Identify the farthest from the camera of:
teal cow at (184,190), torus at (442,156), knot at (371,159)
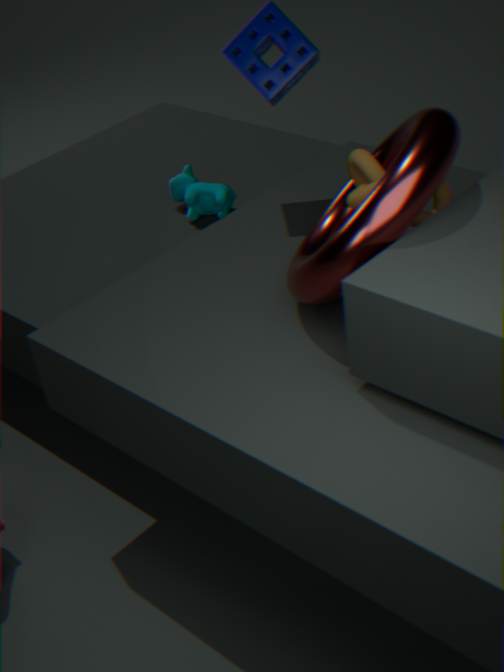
teal cow at (184,190)
